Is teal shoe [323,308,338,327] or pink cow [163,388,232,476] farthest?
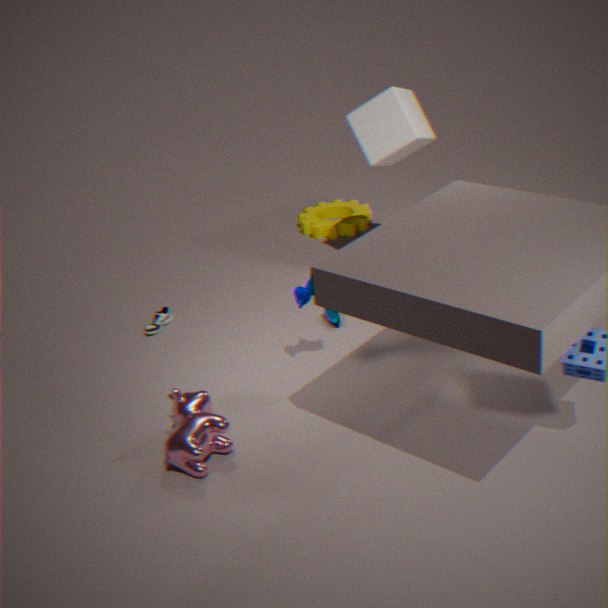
teal shoe [323,308,338,327]
